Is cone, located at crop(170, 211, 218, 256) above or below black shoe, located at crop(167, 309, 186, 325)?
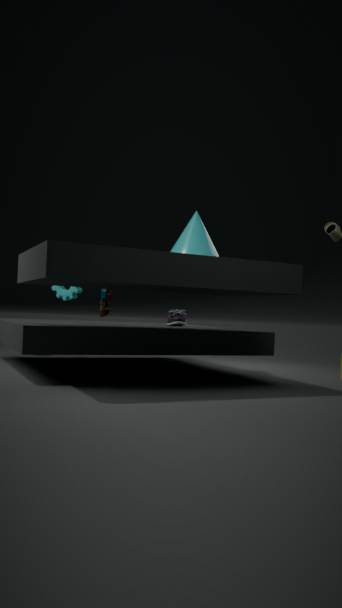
above
